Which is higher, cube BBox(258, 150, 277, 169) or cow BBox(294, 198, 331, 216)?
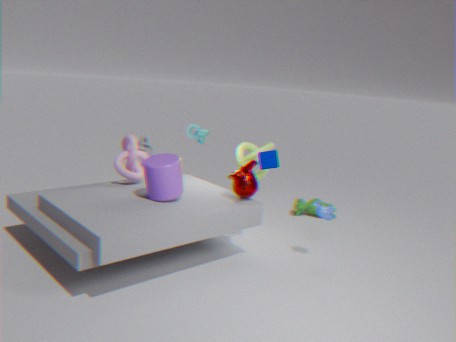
cube BBox(258, 150, 277, 169)
